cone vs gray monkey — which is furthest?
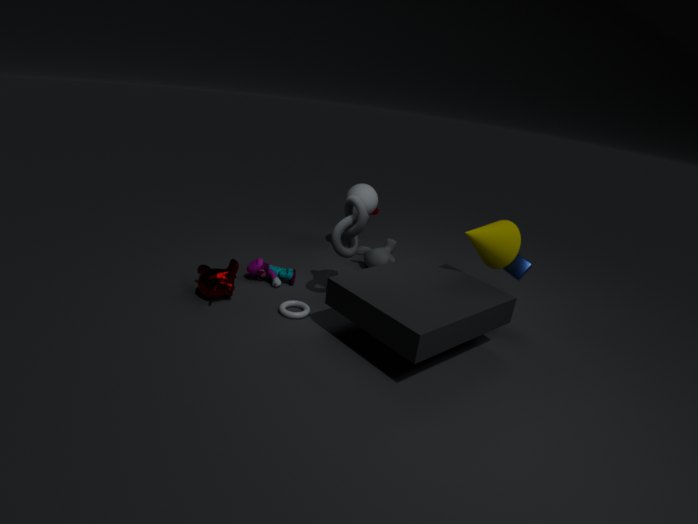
gray monkey
